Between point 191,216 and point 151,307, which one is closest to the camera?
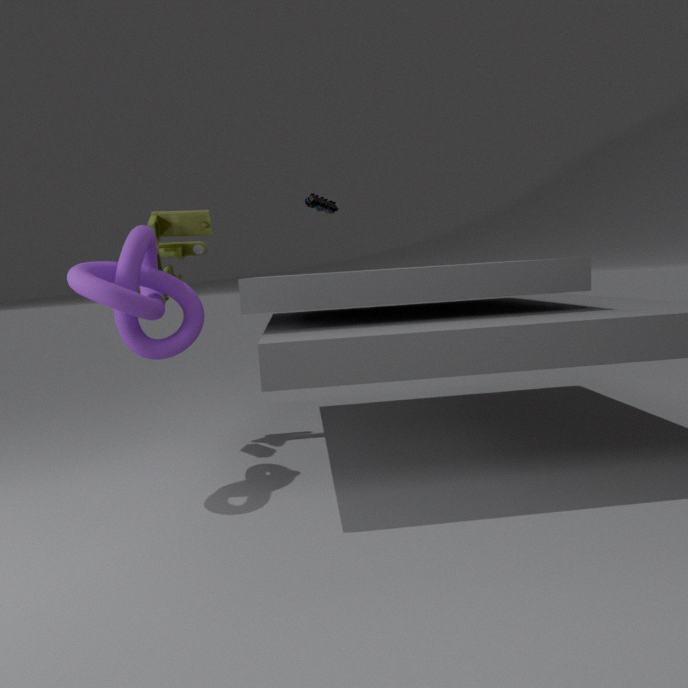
point 151,307
